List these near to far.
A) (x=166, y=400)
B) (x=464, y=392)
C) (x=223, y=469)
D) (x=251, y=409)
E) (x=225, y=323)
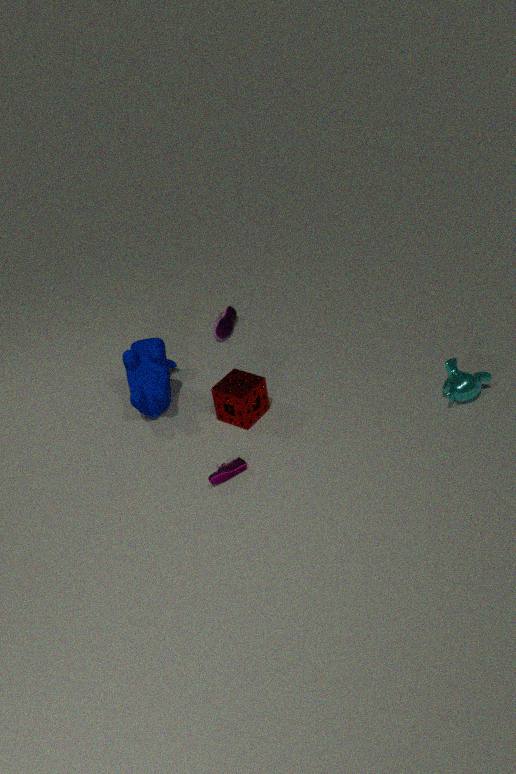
(x=223, y=469) → (x=464, y=392) → (x=251, y=409) → (x=166, y=400) → (x=225, y=323)
